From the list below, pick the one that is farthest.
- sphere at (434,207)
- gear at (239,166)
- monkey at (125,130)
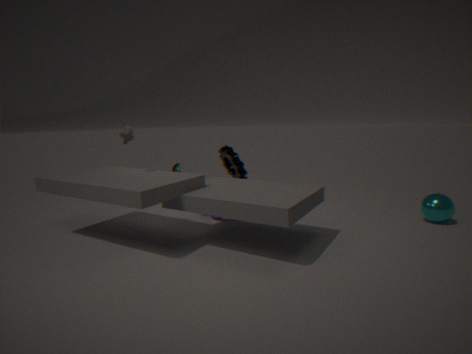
gear at (239,166)
